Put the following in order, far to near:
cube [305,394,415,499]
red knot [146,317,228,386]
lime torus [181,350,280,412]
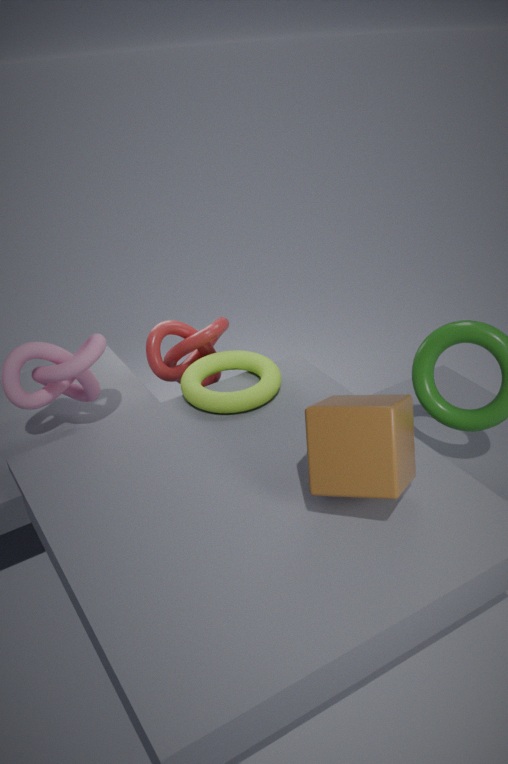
red knot [146,317,228,386] → lime torus [181,350,280,412] → cube [305,394,415,499]
